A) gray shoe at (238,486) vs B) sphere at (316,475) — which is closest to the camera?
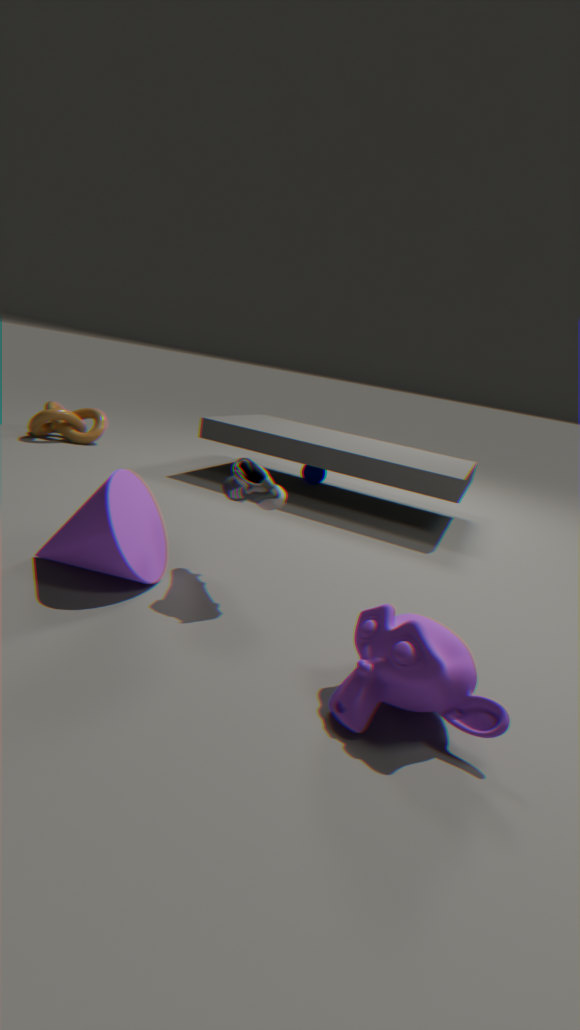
A. gray shoe at (238,486)
